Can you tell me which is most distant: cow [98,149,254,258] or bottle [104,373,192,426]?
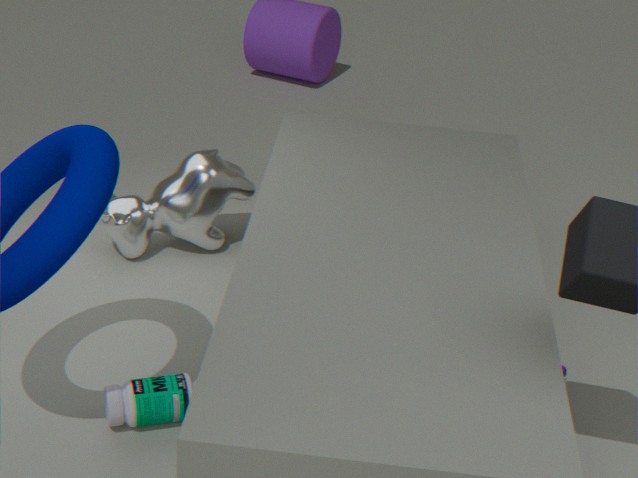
cow [98,149,254,258]
